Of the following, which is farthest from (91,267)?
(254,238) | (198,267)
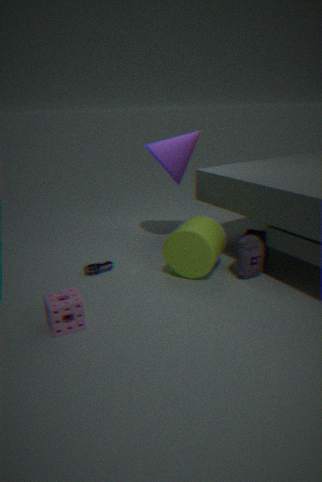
(254,238)
